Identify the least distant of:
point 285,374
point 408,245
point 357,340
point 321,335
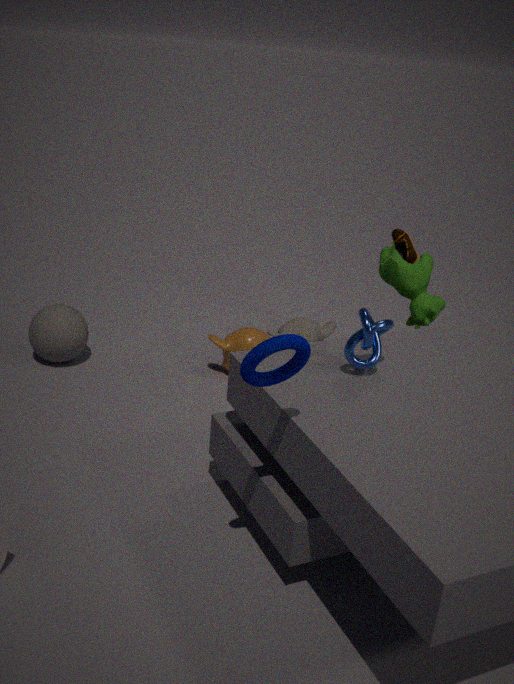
point 285,374
